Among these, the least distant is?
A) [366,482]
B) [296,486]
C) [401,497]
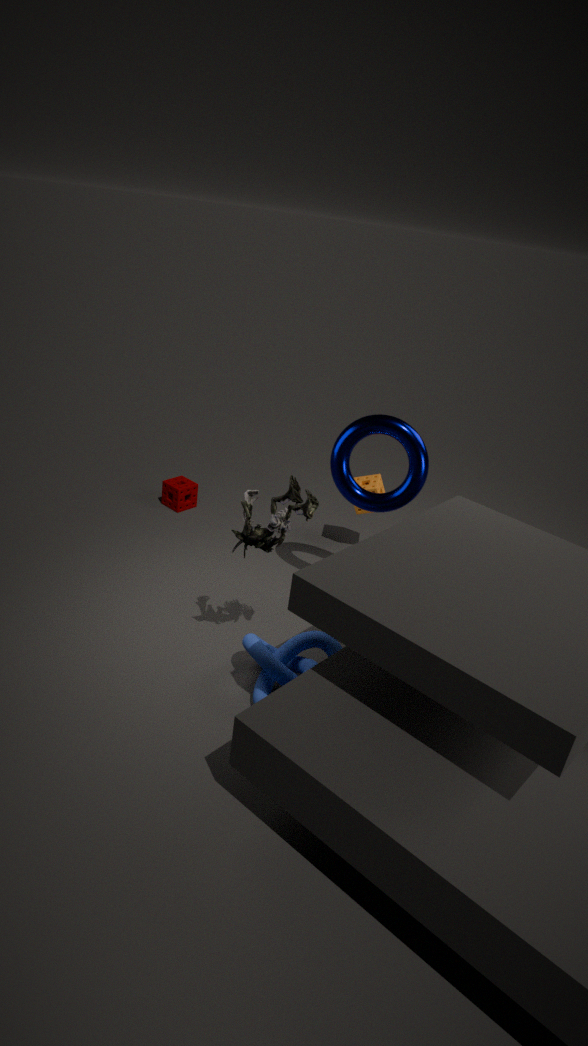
[296,486]
